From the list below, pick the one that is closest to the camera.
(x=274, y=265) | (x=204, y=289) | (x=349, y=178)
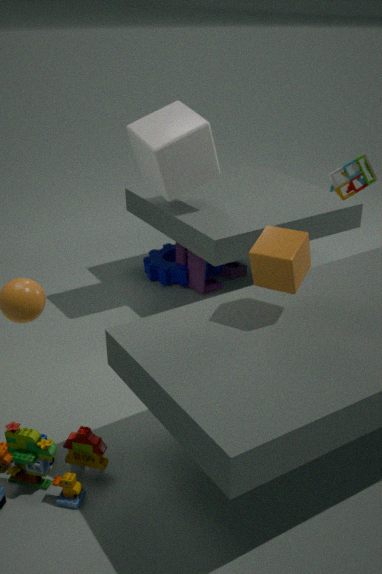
(x=274, y=265)
